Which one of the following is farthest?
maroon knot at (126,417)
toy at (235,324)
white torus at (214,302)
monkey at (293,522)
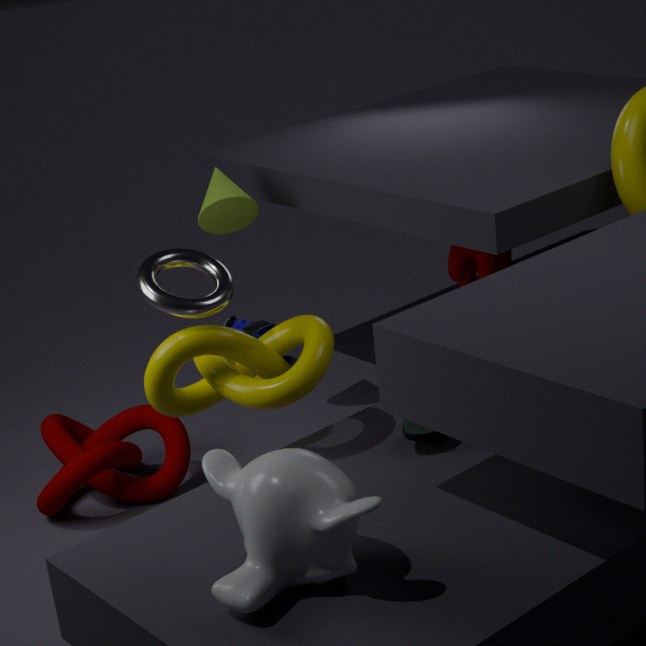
toy at (235,324)
